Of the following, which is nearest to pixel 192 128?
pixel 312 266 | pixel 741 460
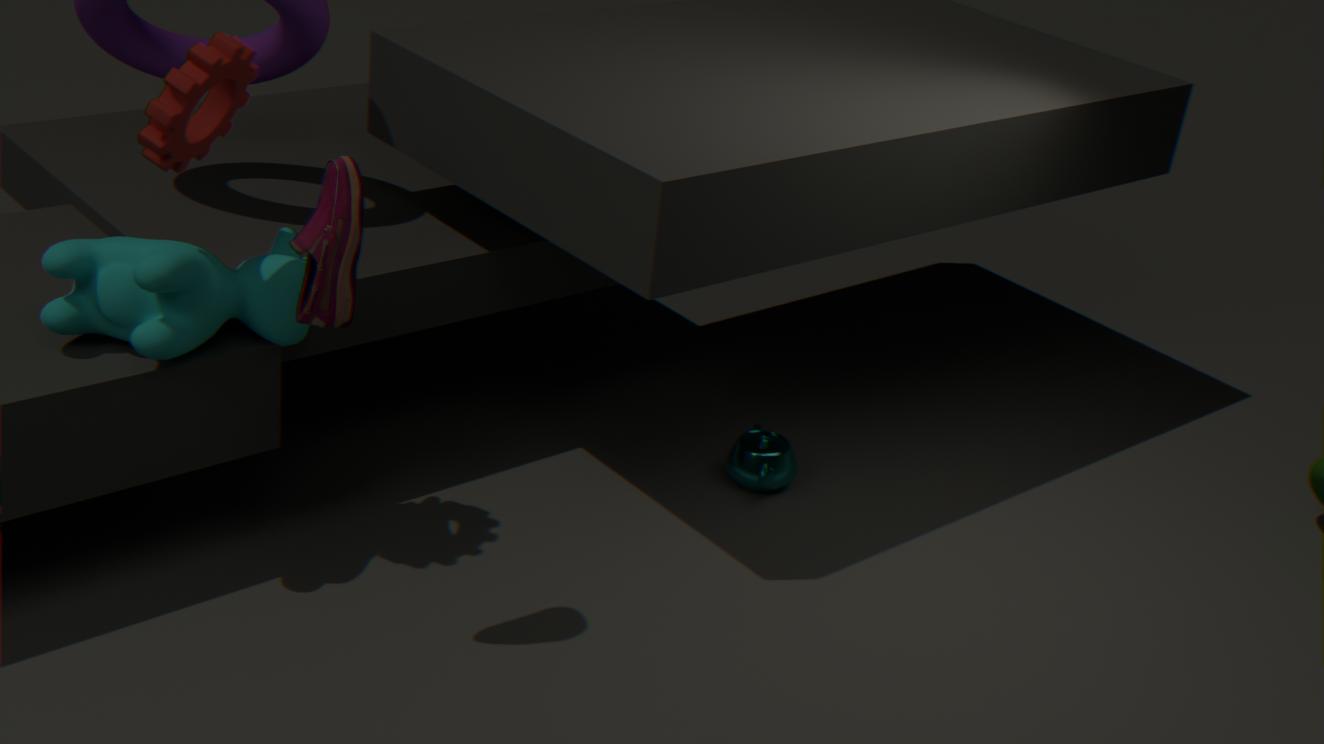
pixel 312 266
